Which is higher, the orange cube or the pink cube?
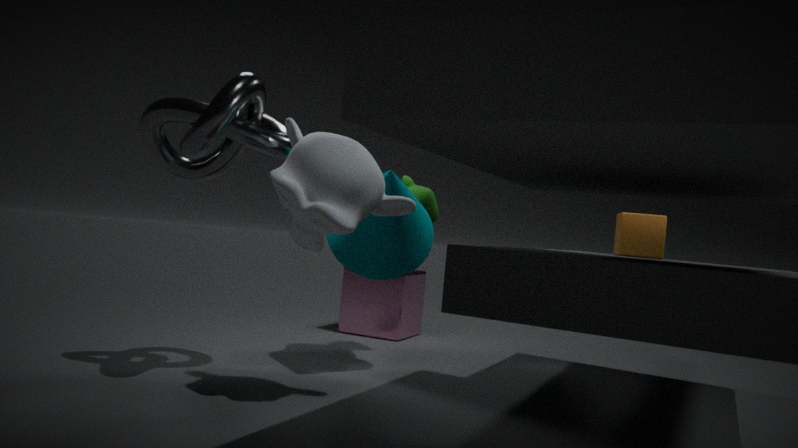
the orange cube
